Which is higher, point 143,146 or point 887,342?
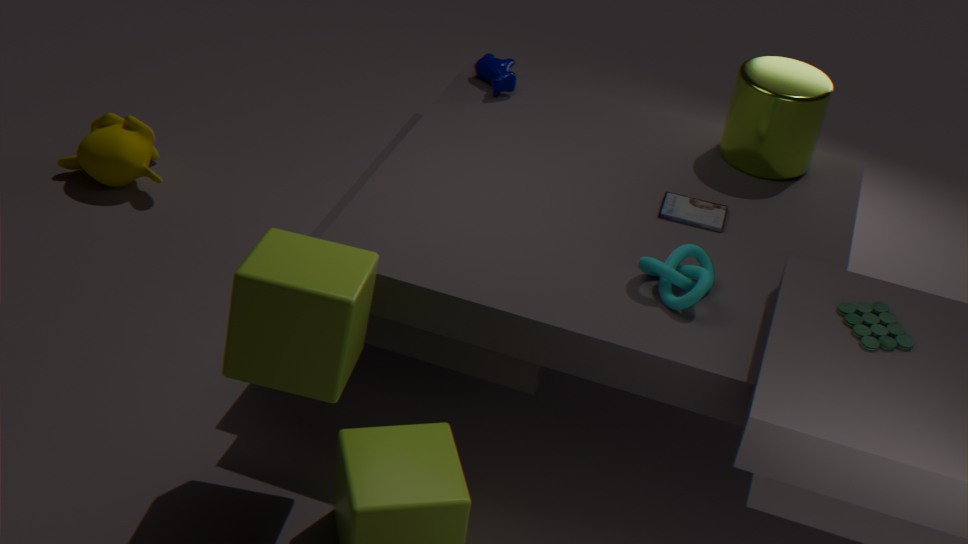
point 887,342
